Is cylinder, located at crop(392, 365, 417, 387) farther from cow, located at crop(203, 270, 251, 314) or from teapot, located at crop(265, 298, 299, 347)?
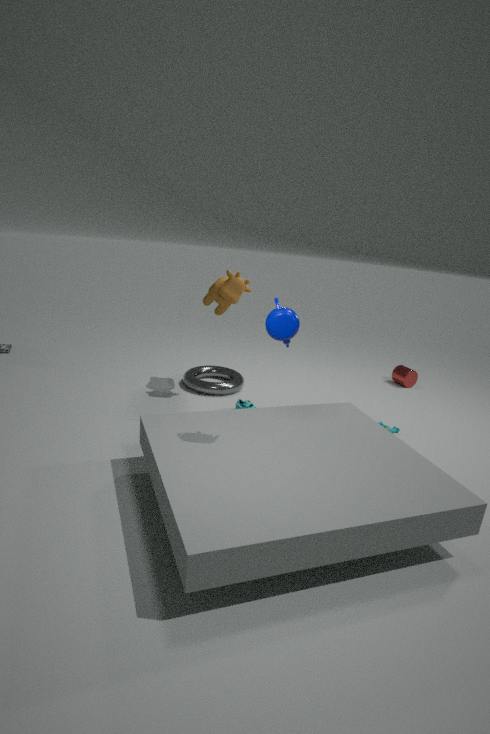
teapot, located at crop(265, 298, 299, 347)
